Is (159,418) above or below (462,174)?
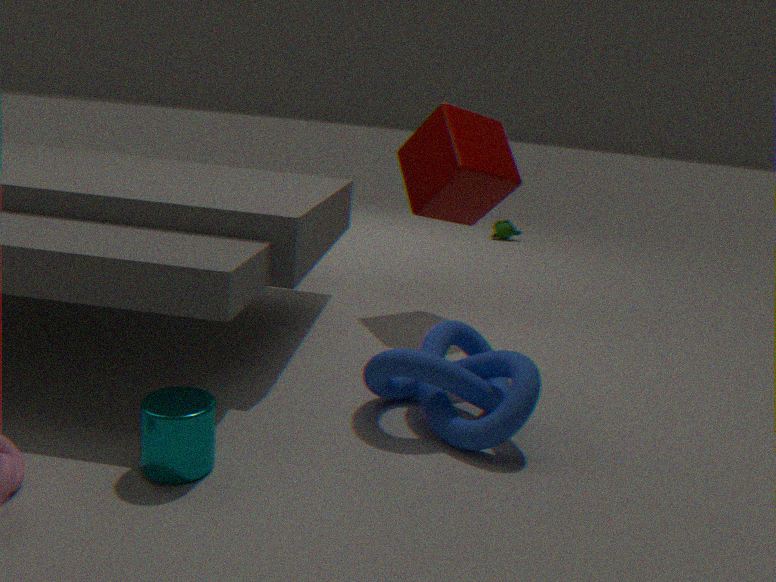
below
